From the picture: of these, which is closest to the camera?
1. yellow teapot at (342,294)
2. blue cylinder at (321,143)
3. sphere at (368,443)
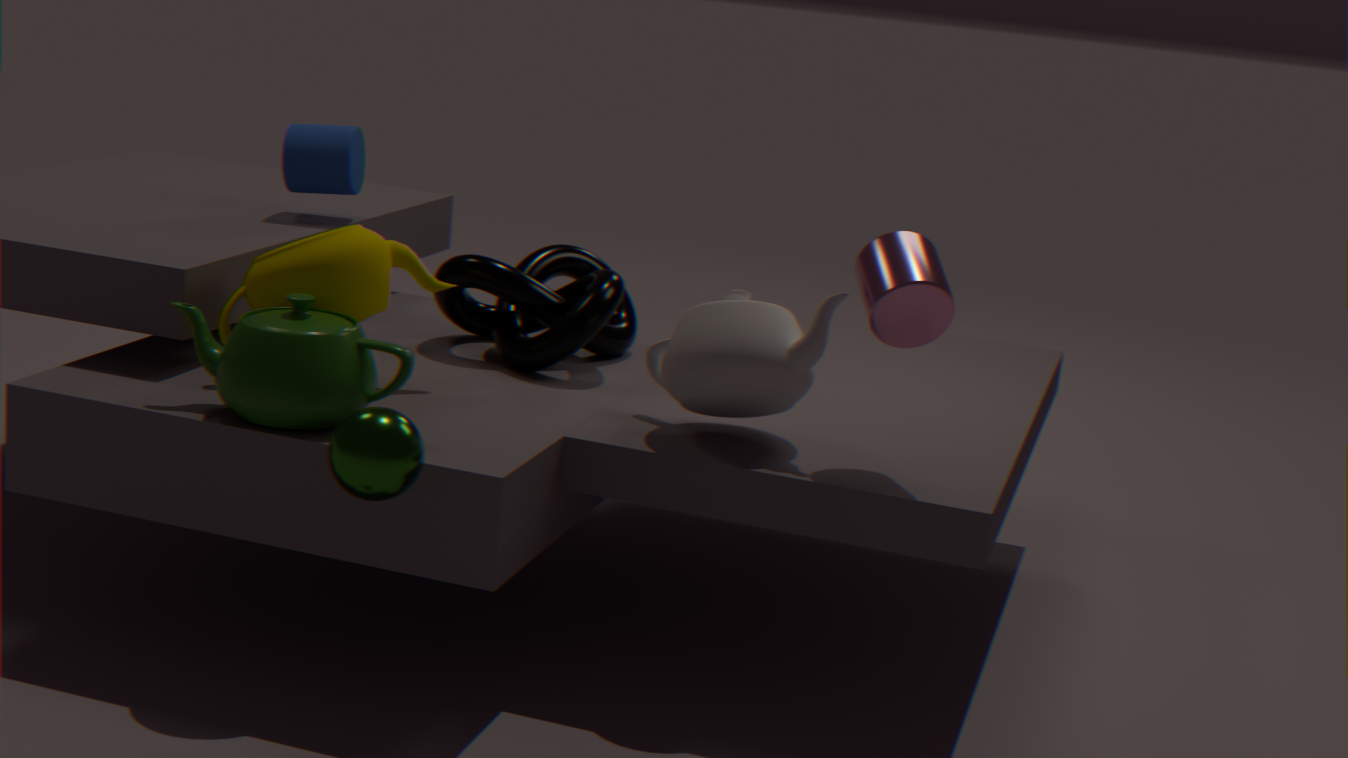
sphere at (368,443)
